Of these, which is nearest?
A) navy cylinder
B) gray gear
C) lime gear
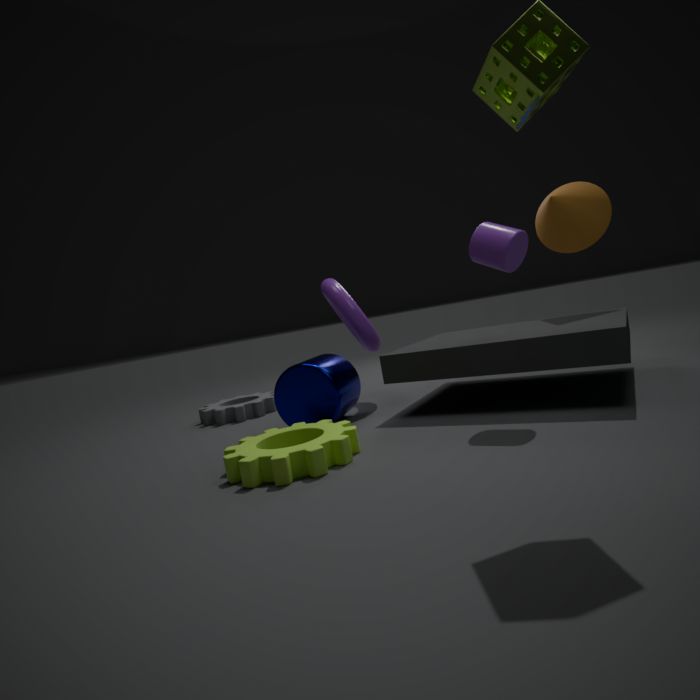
lime gear
